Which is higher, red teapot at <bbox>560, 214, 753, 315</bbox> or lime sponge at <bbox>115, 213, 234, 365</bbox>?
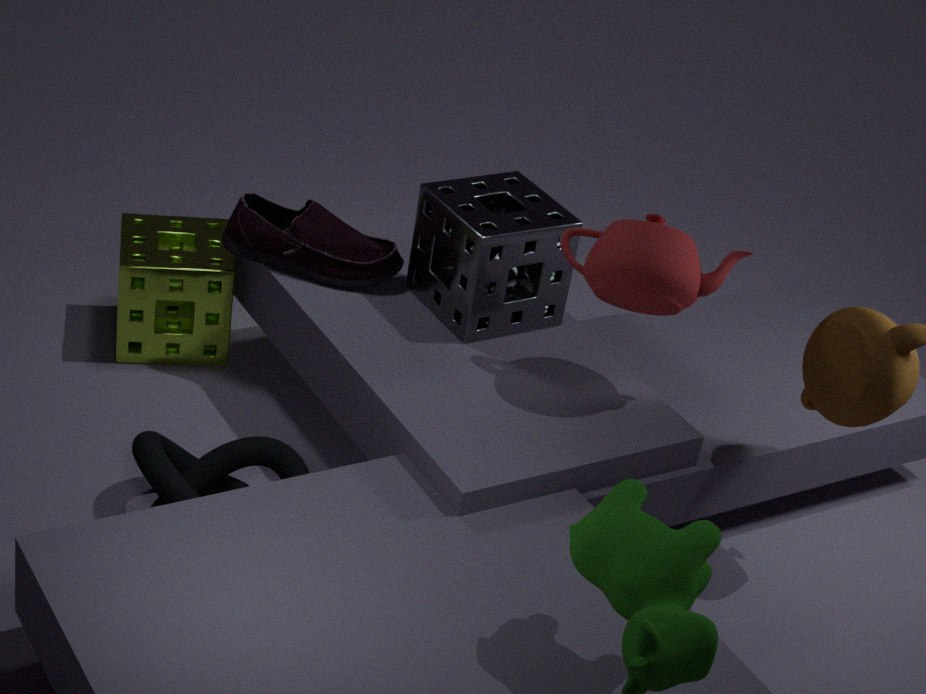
red teapot at <bbox>560, 214, 753, 315</bbox>
